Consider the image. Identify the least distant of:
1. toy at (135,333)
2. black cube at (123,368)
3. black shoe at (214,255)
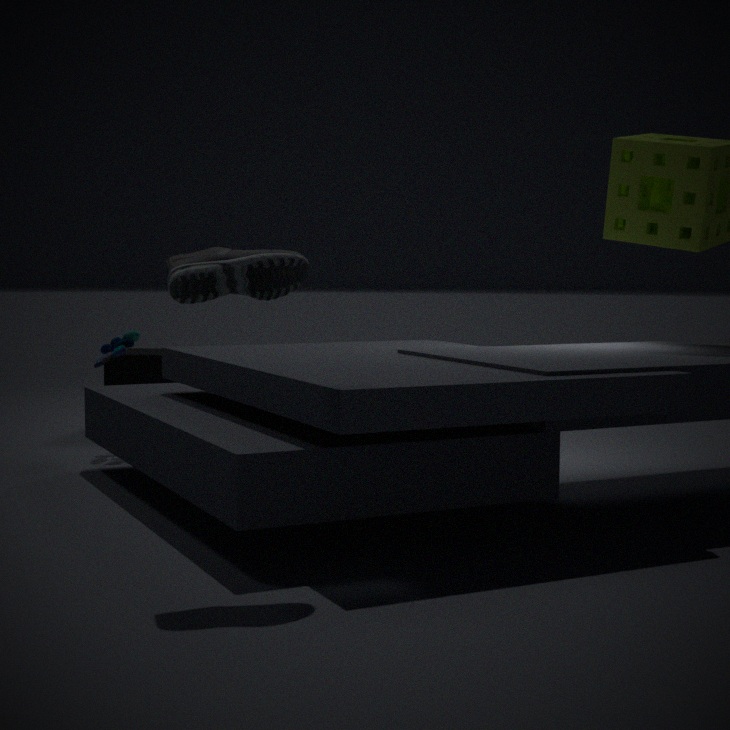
black shoe at (214,255)
